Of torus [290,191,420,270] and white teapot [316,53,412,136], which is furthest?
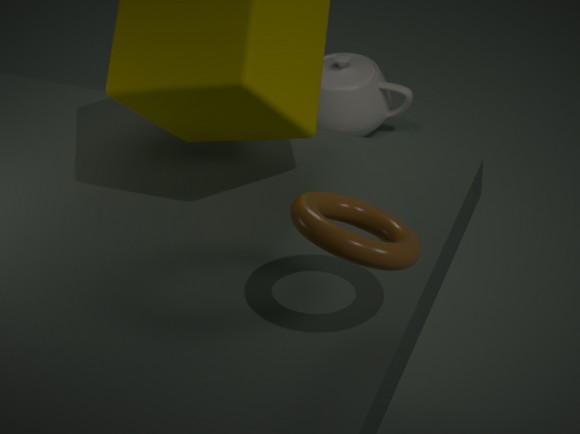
white teapot [316,53,412,136]
